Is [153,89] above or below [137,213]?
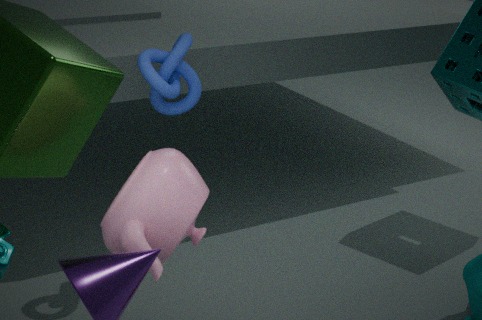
above
